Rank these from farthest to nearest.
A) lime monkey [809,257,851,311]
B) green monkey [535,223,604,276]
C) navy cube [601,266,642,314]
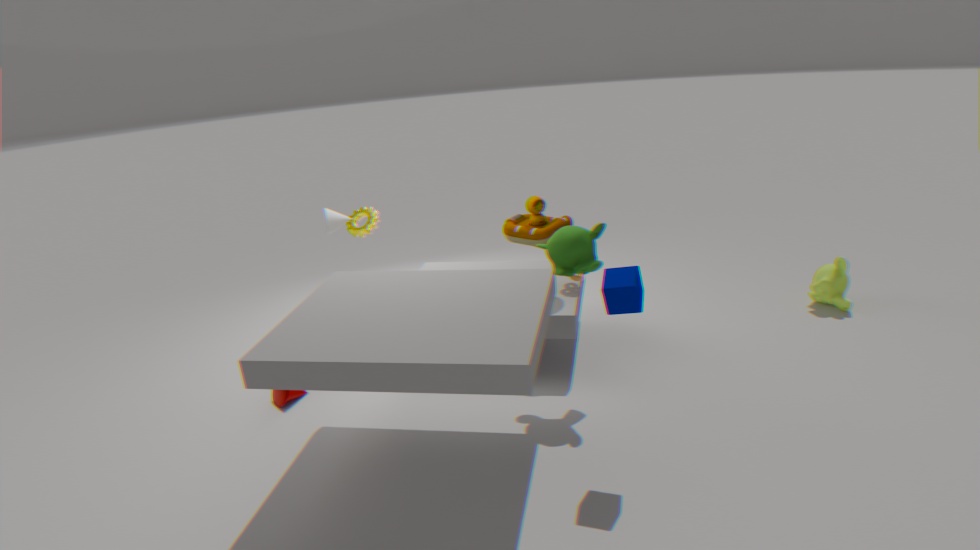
1. lime monkey [809,257,851,311]
2. green monkey [535,223,604,276]
3. navy cube [601,266,642,314]
